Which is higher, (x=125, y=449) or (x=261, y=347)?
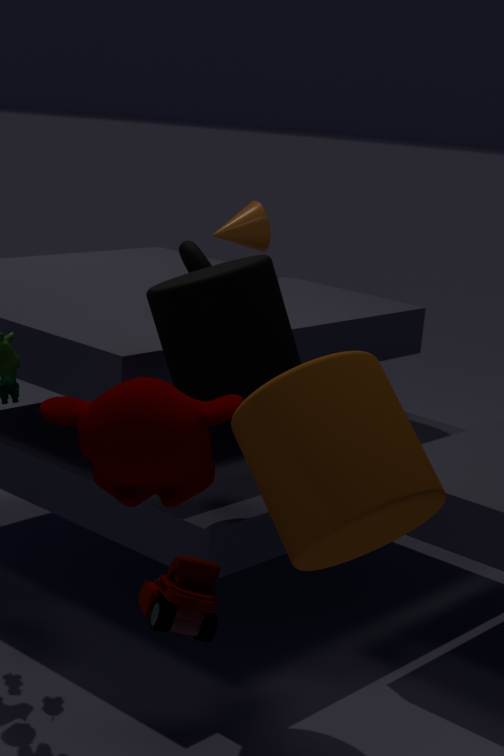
(x=261, y=347)
